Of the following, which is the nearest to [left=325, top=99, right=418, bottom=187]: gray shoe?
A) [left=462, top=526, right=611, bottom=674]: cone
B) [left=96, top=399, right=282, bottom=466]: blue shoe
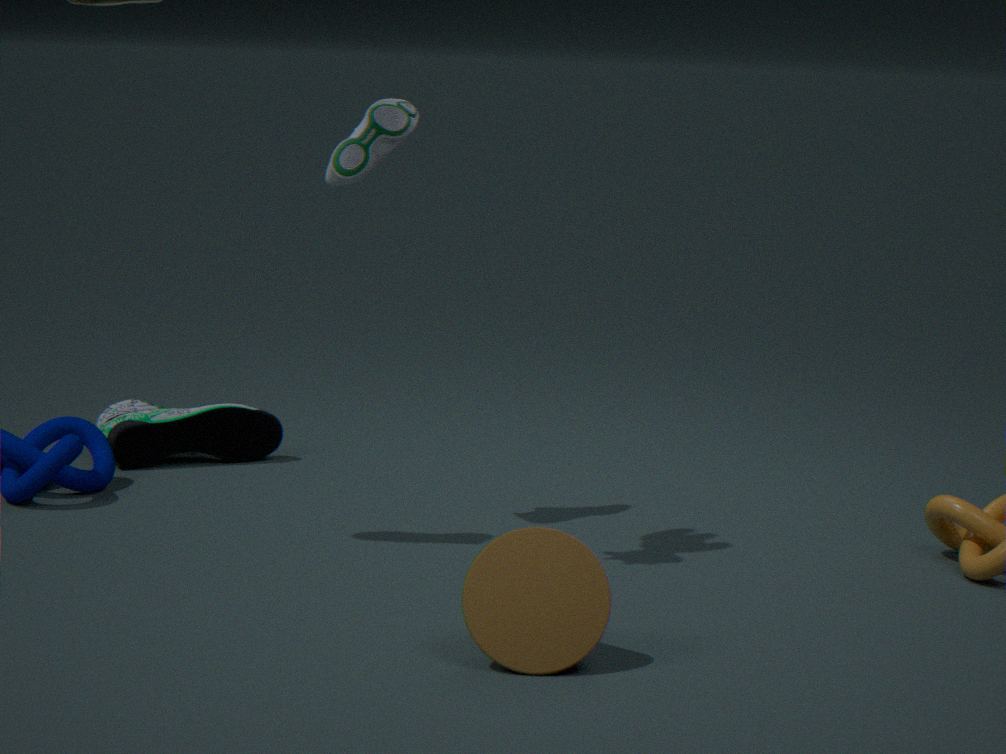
[left=96, top=399, right=282, bottom=466]: blue shoe
